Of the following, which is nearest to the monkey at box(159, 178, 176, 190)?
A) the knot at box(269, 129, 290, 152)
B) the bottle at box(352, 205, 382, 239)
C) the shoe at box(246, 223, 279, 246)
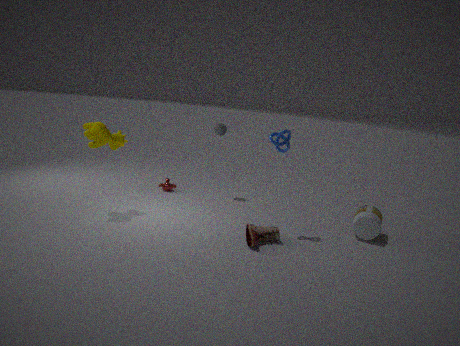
the shoe at box(246, 223, 279, 246)
